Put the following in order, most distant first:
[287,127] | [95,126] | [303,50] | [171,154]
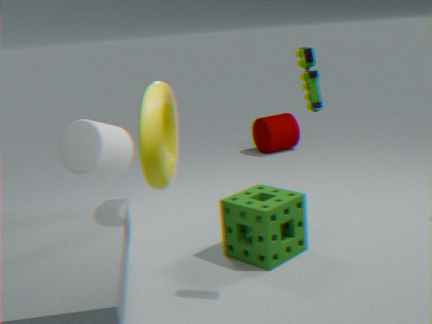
1. [287,127]
2. [95,126]
3. [171,154]
4. [303,50]
